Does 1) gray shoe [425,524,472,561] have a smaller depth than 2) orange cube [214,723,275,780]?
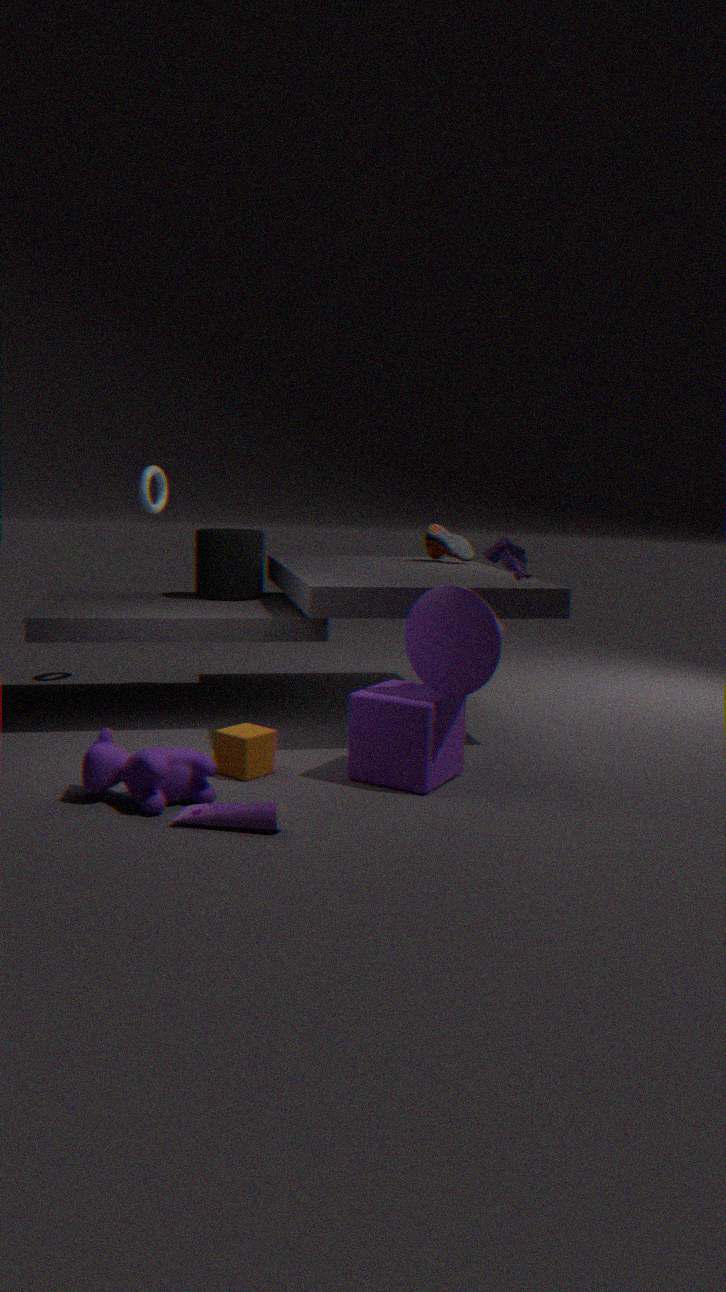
No
